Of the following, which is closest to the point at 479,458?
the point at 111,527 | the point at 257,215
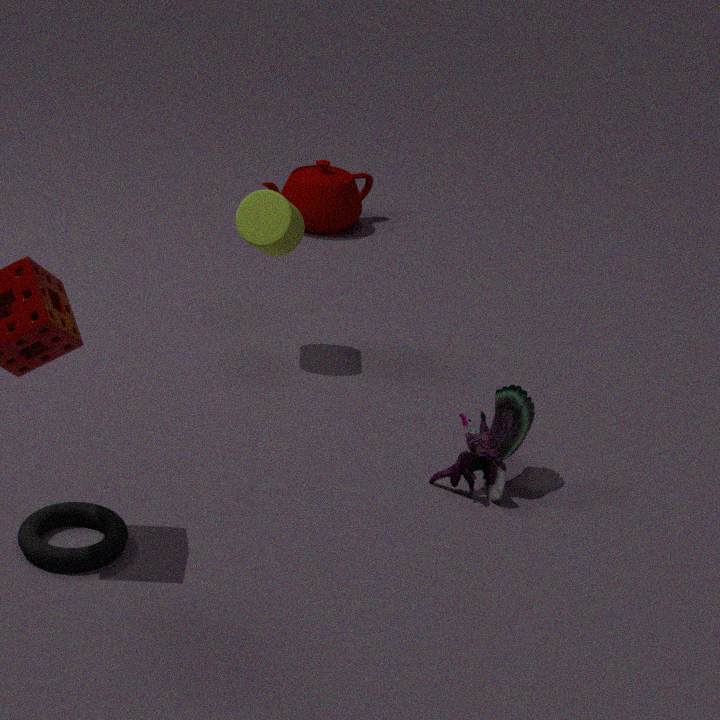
the point at 257,215
